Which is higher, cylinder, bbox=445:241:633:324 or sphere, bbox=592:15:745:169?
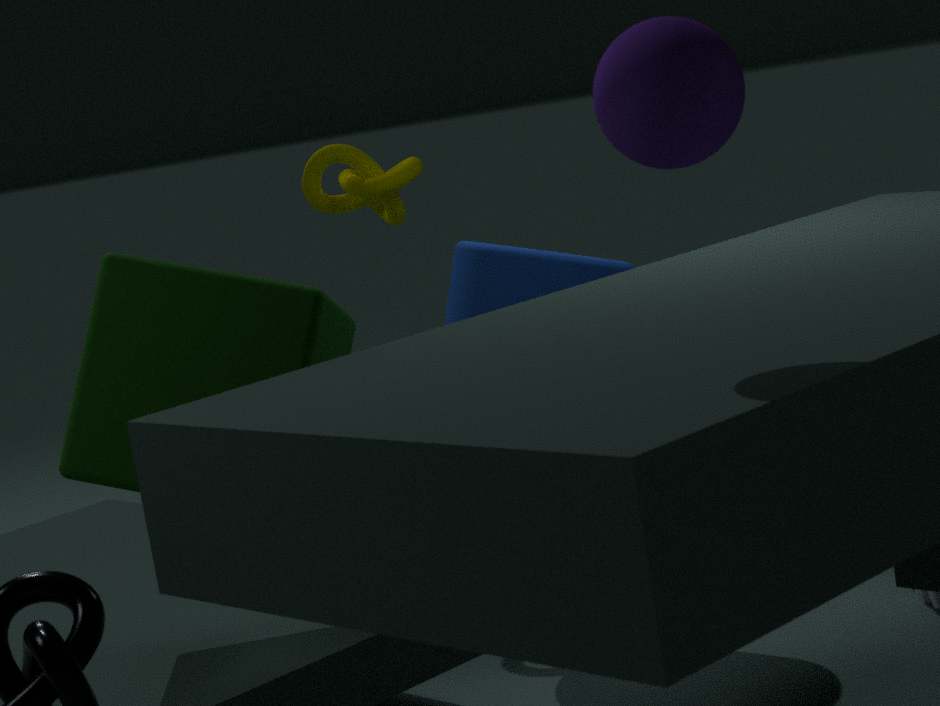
sphere, bbox=592:15:745:169
